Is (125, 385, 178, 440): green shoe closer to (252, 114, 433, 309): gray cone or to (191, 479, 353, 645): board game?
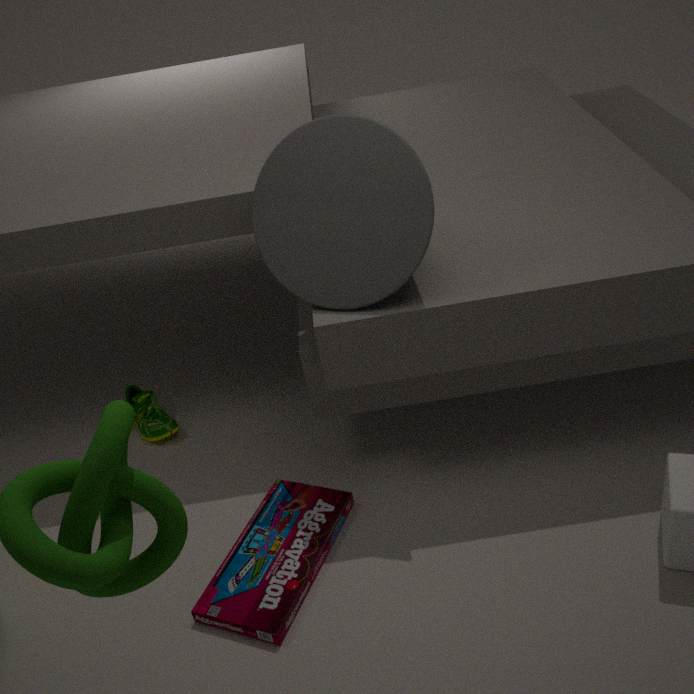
(191, 479, 353, 645): board game
